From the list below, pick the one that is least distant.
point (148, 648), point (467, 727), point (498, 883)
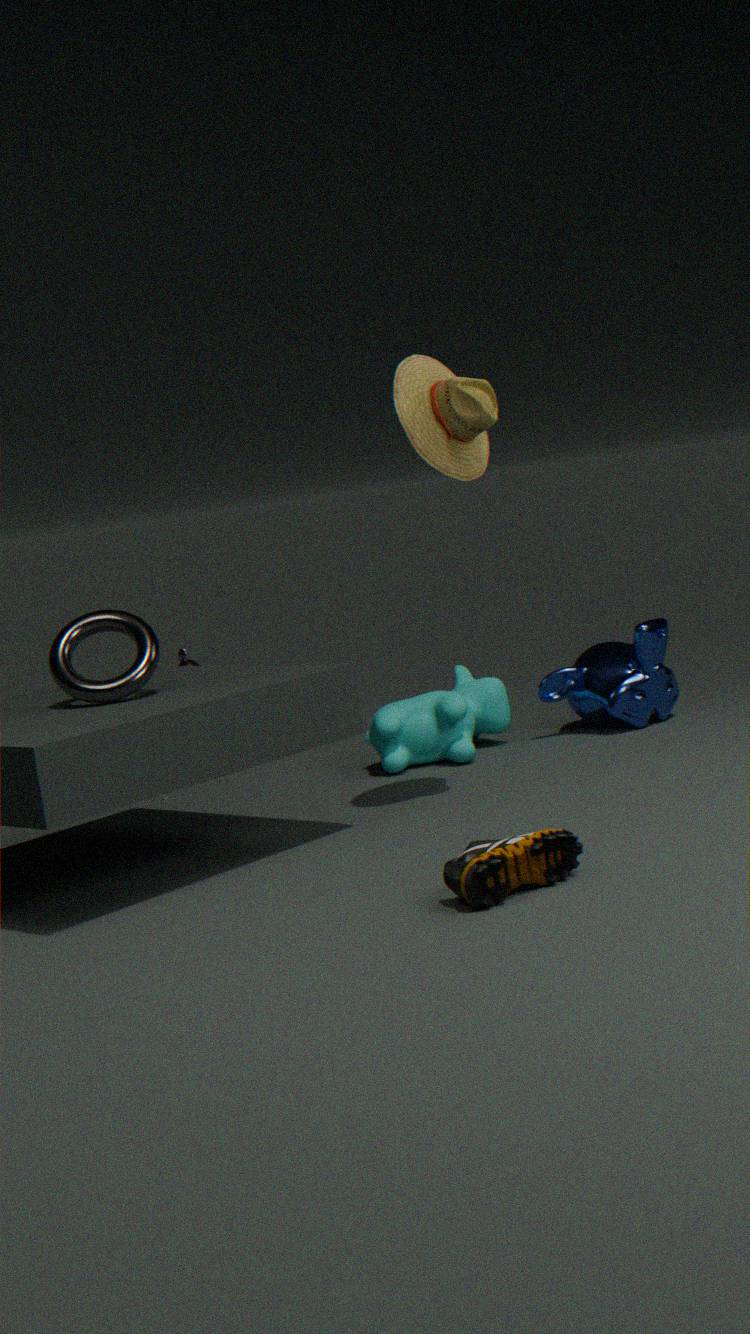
point (498, 883)
